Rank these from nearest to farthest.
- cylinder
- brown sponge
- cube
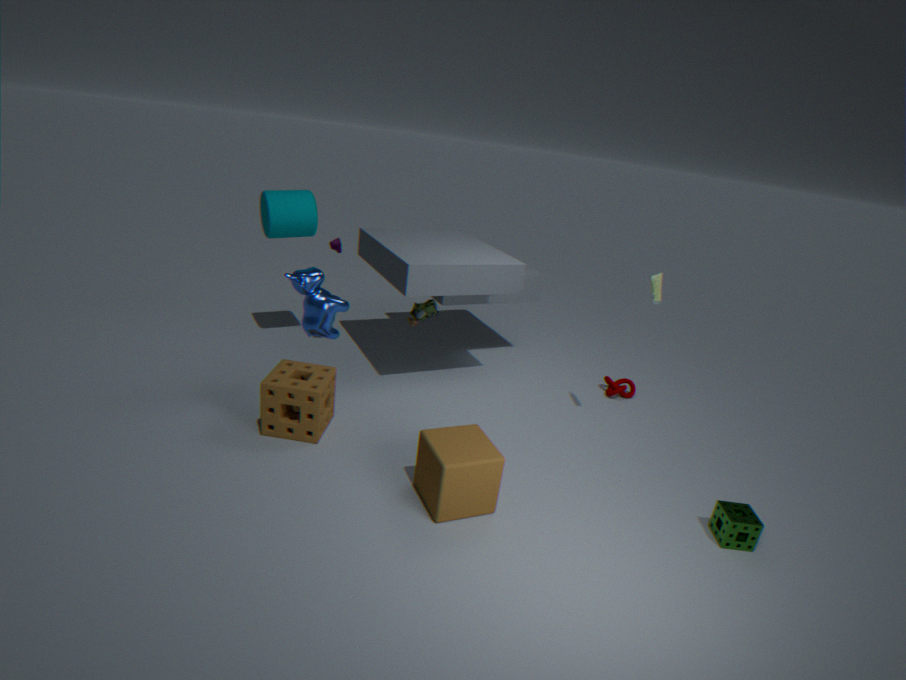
1. cube
2. brown sponge
3. cylinder
